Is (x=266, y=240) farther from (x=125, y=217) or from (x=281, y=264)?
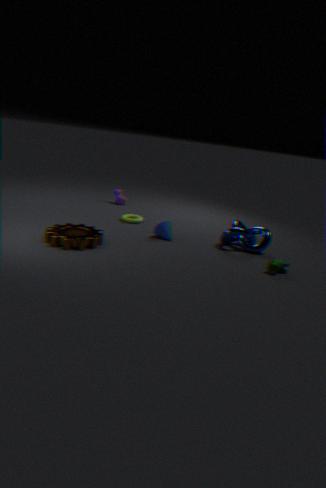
(x=125, y=217)
